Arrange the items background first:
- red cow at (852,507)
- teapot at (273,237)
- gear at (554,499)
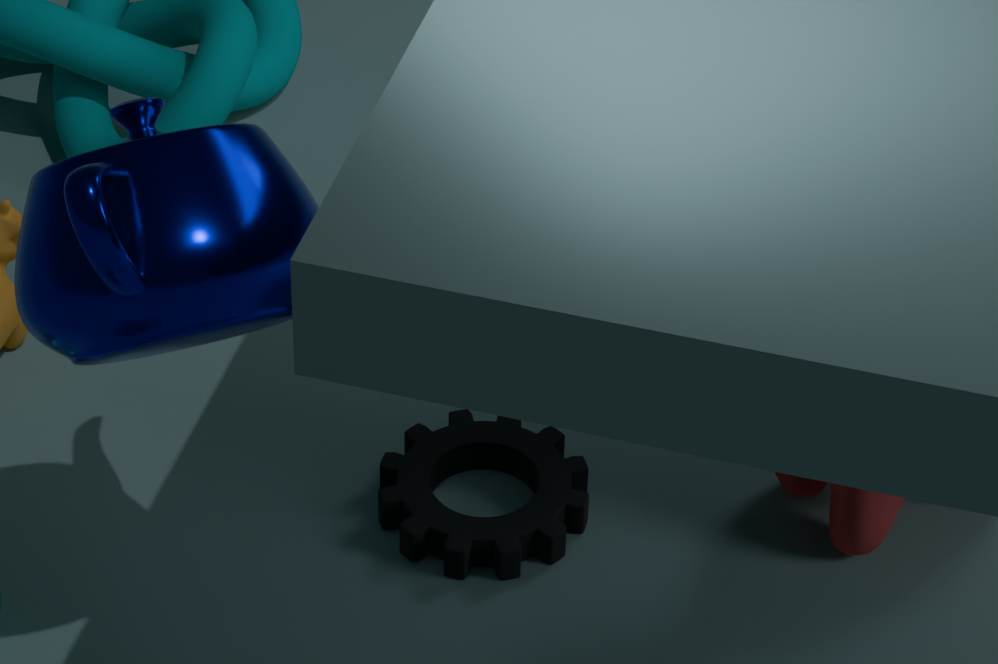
gear at (554,499) < red cow at (852,507) < teapot at (273,237)
